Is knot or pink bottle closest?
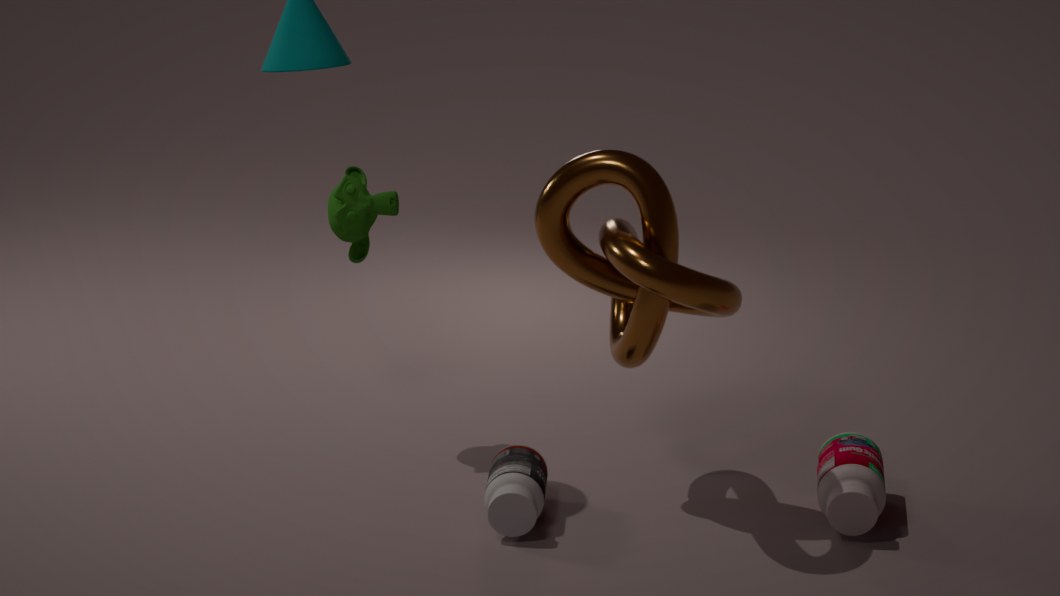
knot
